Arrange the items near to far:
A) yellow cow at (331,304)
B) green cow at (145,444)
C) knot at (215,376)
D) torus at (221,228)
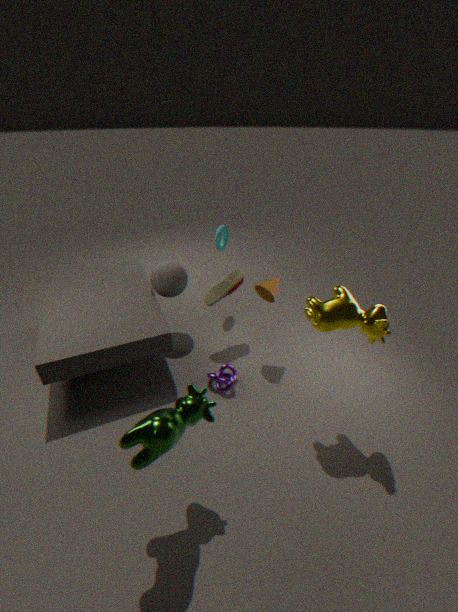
1. green cow at (145,444)
2. yellow cow at (331,304)
3. knot at (215,376)
4. torus at (221,228)
